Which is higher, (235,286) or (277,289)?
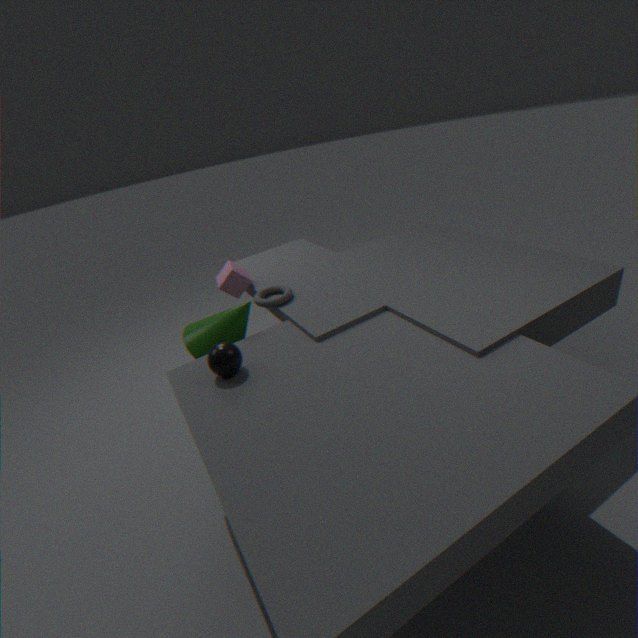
(235,286)
